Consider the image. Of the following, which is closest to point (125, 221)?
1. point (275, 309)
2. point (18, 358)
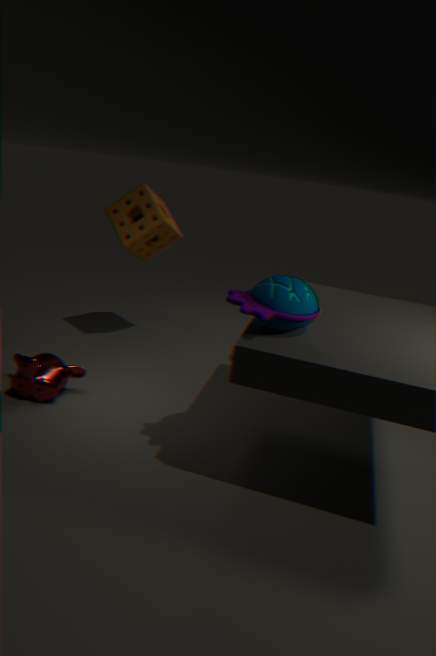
point (18, 358)
